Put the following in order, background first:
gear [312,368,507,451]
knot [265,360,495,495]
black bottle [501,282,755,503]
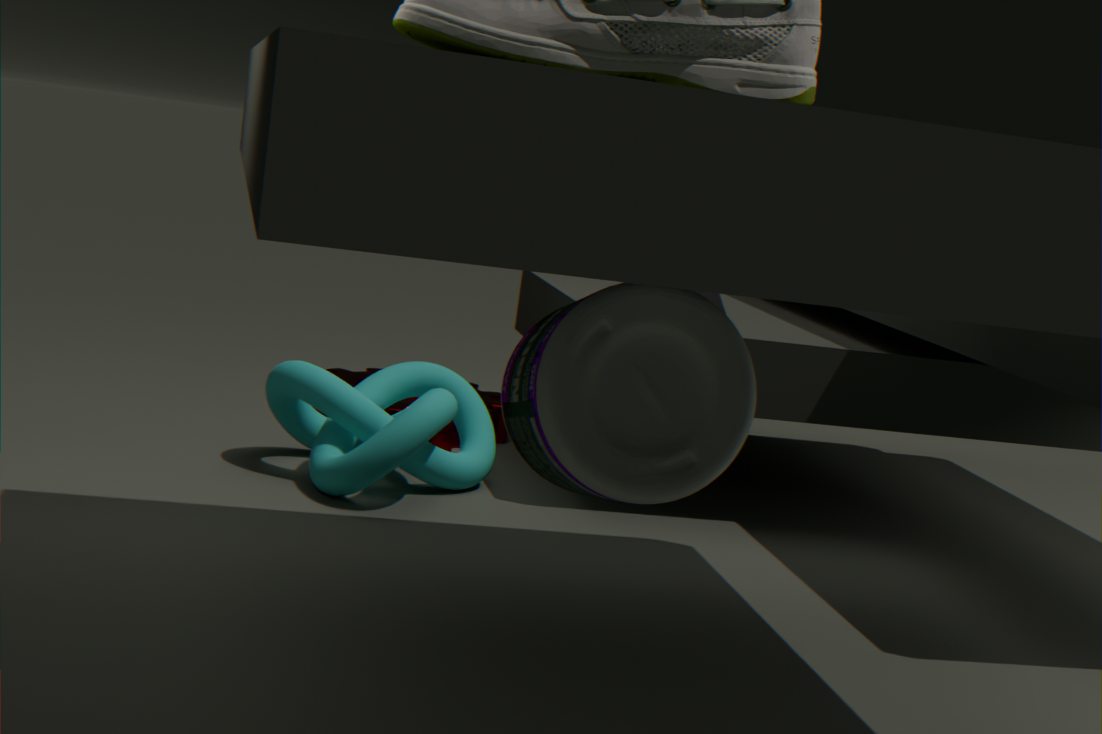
1. gear [312,368,507,451]
2. knot [265,360,495,495]
3. black bottle [501,282,755,503]
